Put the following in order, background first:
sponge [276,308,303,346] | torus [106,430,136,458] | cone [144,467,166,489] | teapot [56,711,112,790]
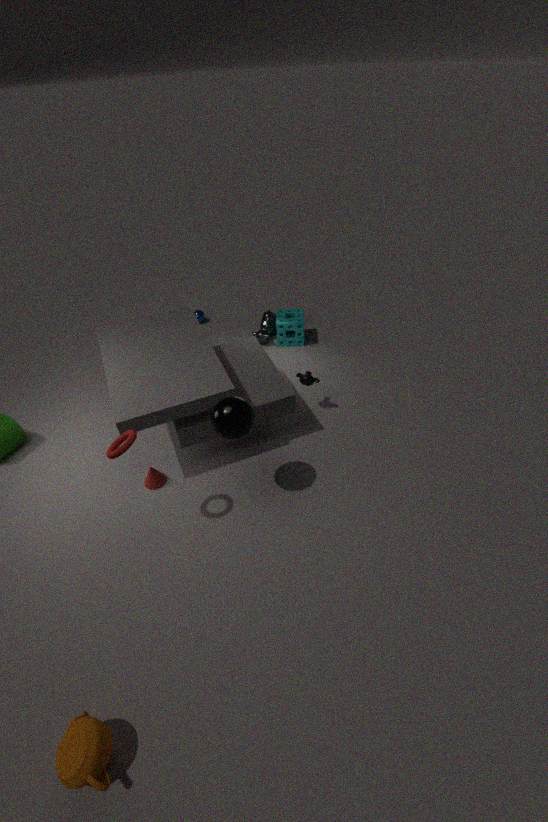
sponge [276,308,303,346]
cone [144,467,166,489]
torus [106,430,136,458]
teapot [56,711,112,790]
